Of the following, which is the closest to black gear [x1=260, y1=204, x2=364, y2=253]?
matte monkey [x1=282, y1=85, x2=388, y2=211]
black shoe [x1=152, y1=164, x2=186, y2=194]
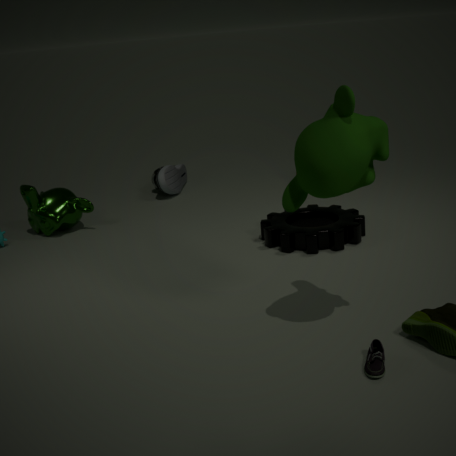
matte monkey [x1=282, y1=85, x2=388, y2=211]
